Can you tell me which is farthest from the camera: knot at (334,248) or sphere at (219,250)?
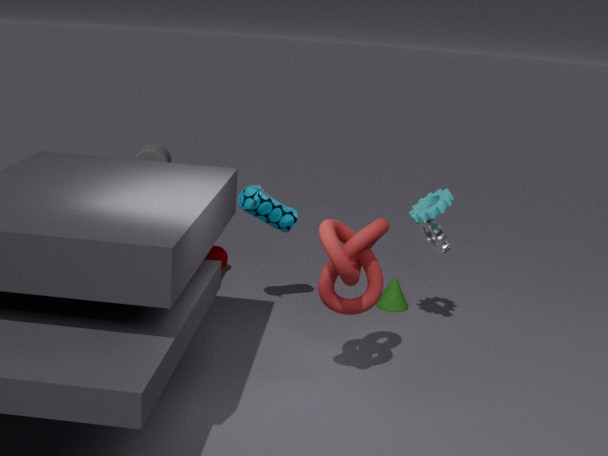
sphere at (219,250)
